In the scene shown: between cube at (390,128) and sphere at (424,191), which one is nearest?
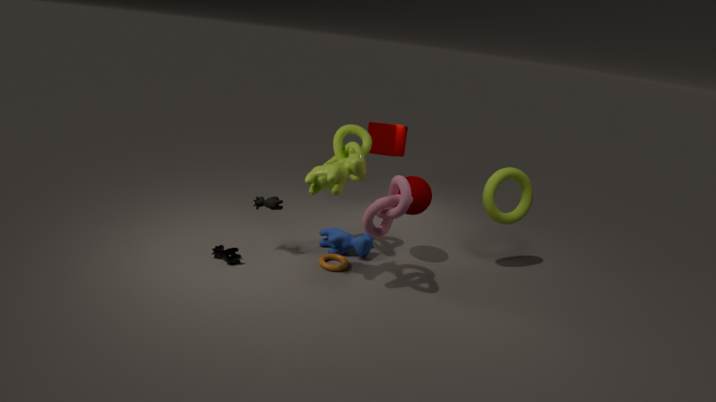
sphere at (424,191)
